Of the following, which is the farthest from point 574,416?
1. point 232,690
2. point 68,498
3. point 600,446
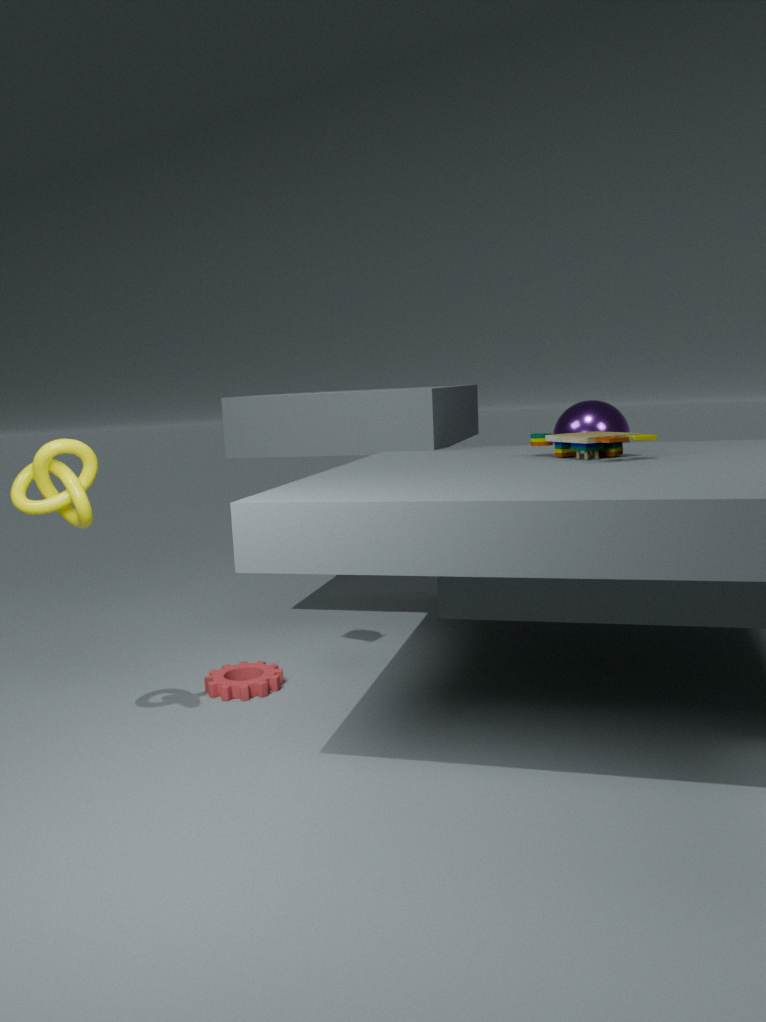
point 68,498
